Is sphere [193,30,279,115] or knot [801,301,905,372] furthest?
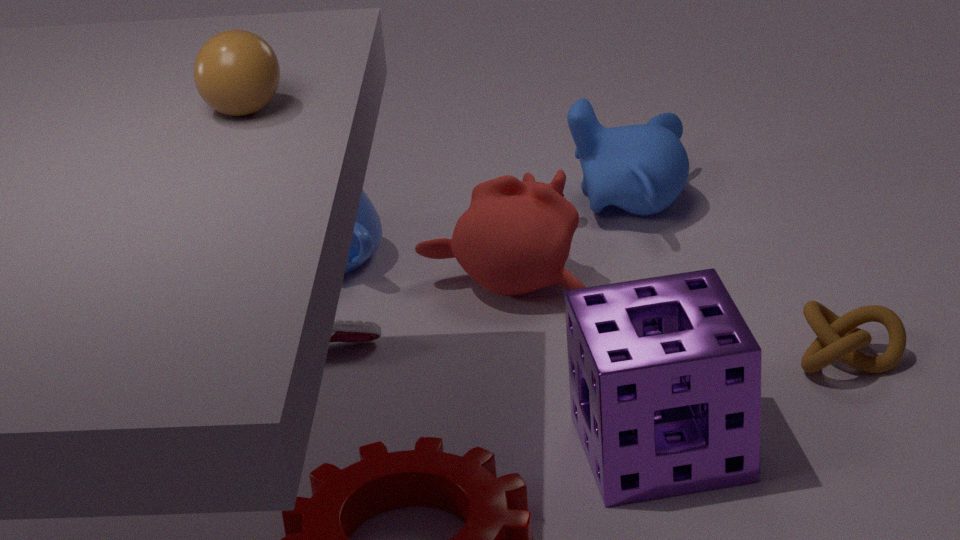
knot [801,301,905,372]
